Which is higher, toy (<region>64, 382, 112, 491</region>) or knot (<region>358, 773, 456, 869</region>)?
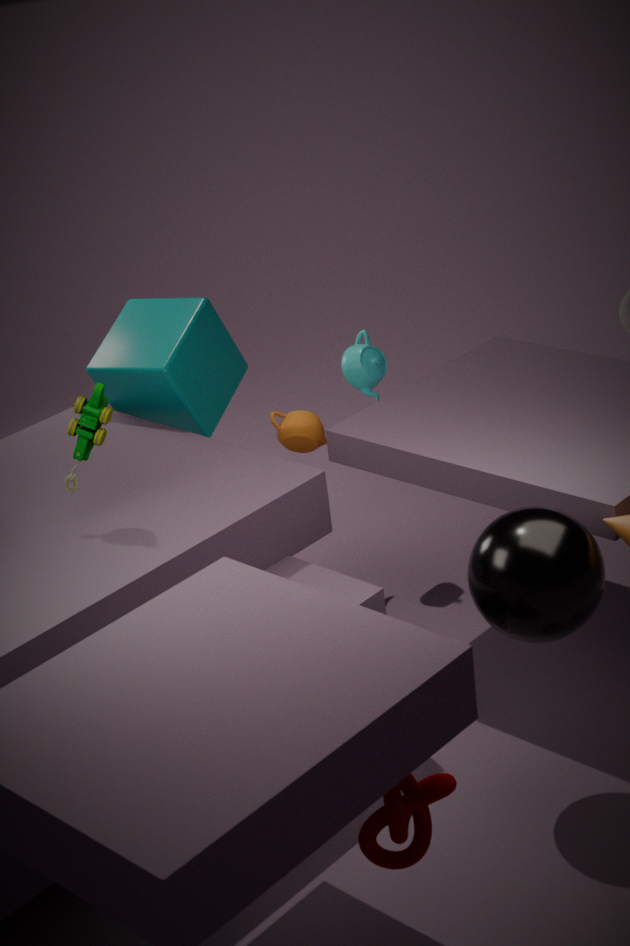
toy (<region>64, 382, 112, 491</region>)
